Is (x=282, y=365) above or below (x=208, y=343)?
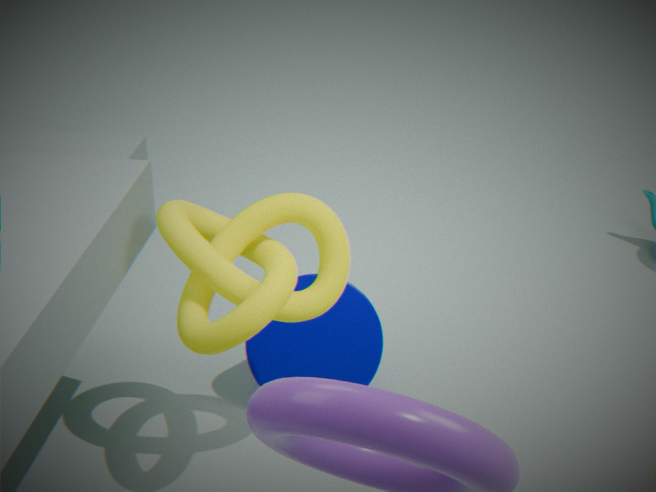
below
